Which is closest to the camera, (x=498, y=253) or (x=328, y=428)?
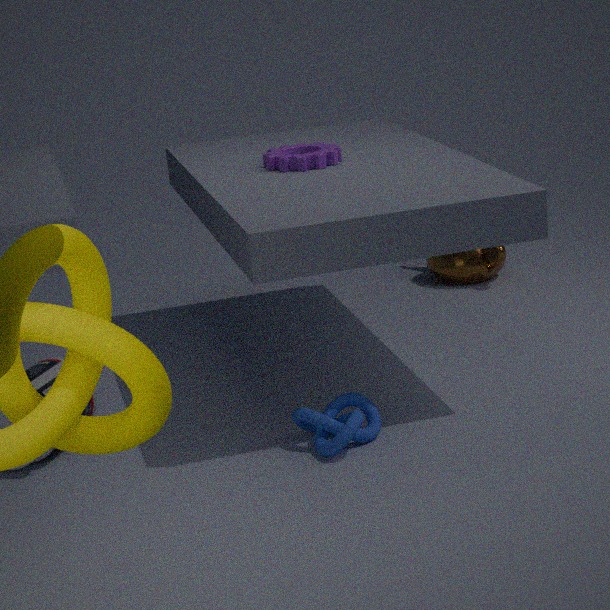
(x=328, y=428)
